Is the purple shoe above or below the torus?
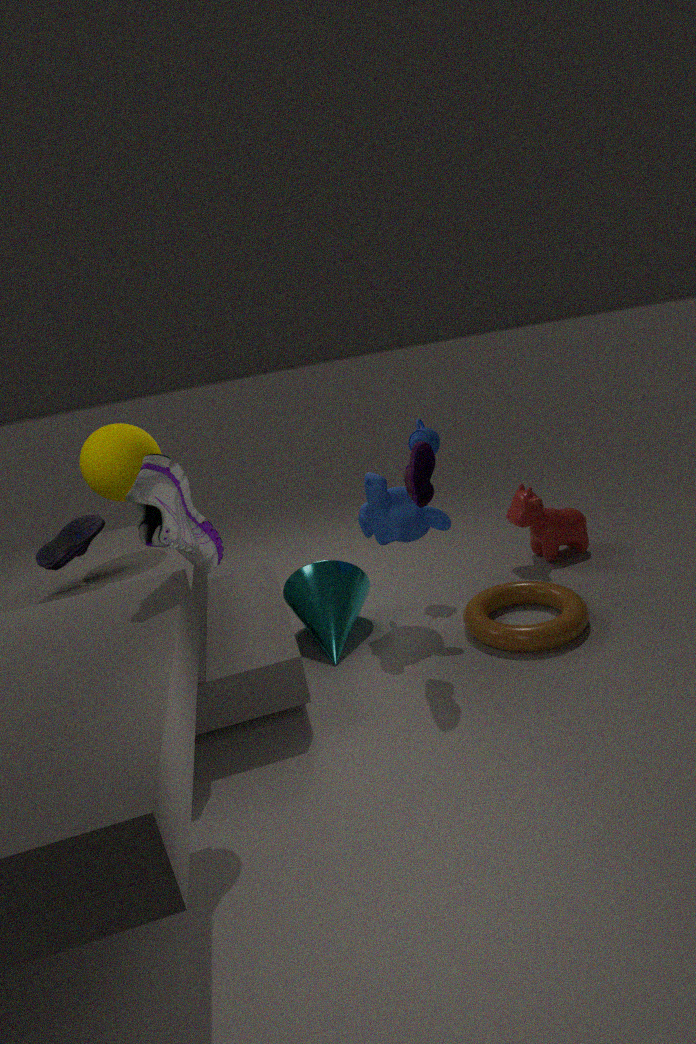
above
